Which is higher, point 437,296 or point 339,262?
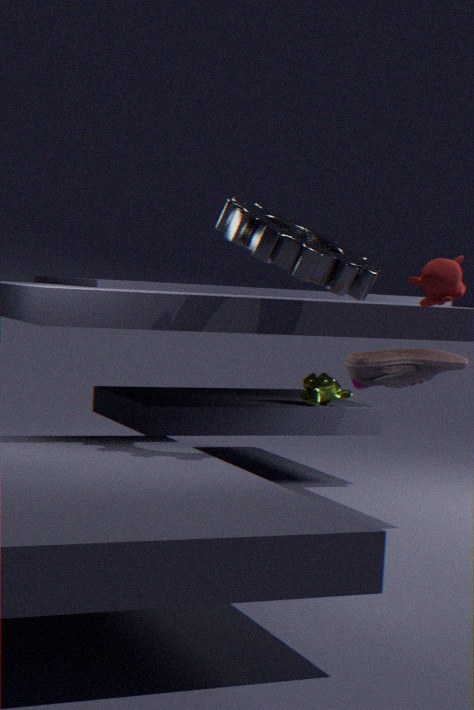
point 339,262
